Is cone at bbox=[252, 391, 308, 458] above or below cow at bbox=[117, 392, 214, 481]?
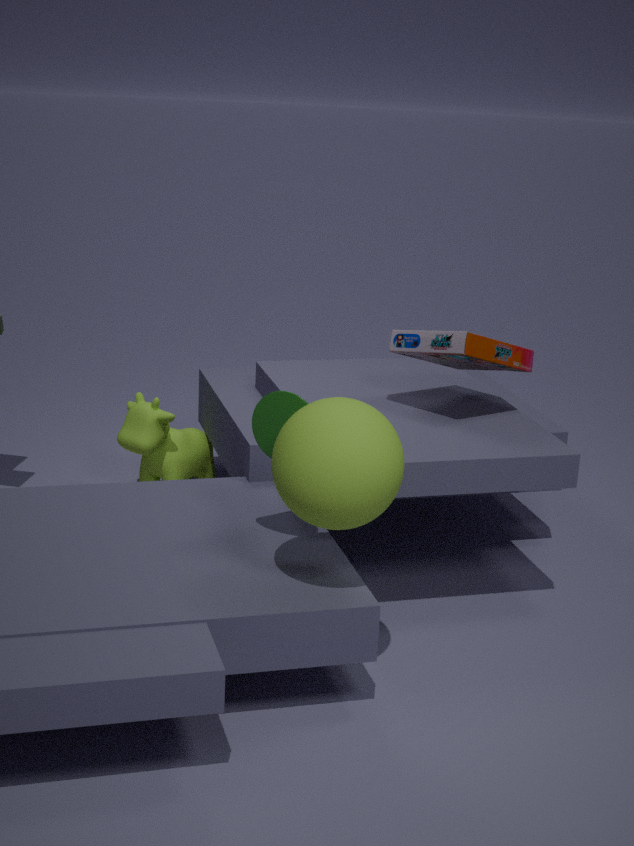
above
